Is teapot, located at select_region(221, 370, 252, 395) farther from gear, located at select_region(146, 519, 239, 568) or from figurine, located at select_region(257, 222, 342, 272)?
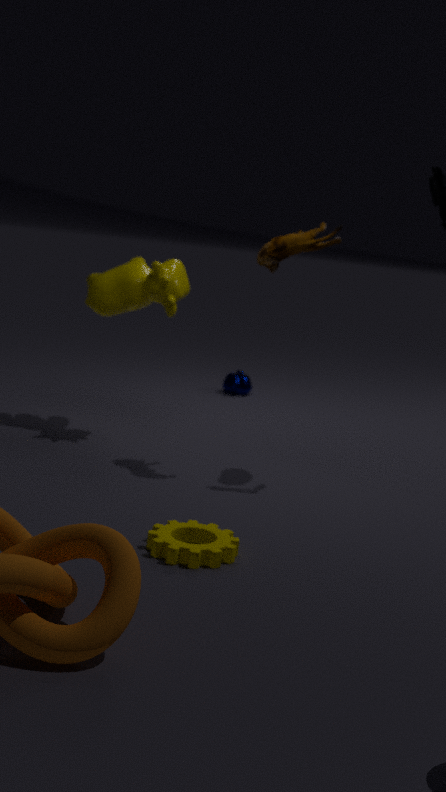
gear, located at select_region(146, 519, 239, 568)
